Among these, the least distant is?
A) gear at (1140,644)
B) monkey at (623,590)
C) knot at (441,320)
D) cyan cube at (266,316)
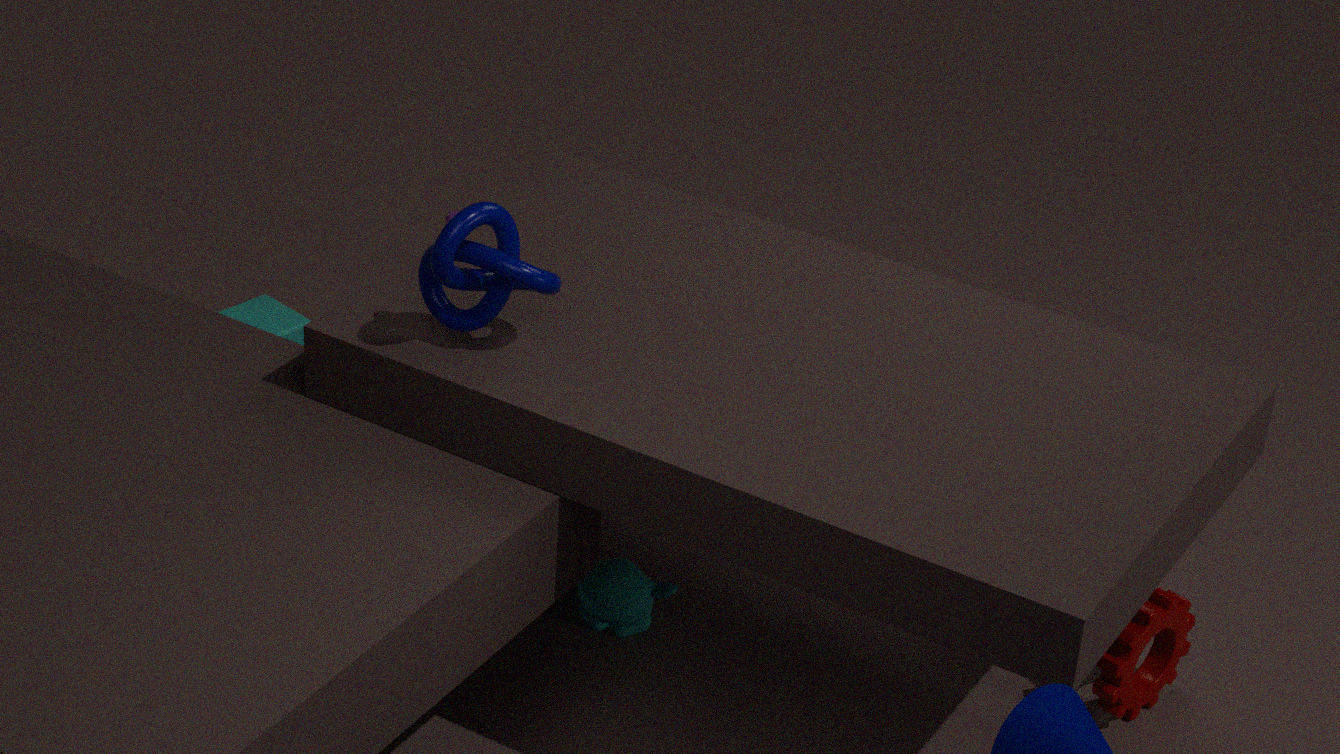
knot at (441,320)
